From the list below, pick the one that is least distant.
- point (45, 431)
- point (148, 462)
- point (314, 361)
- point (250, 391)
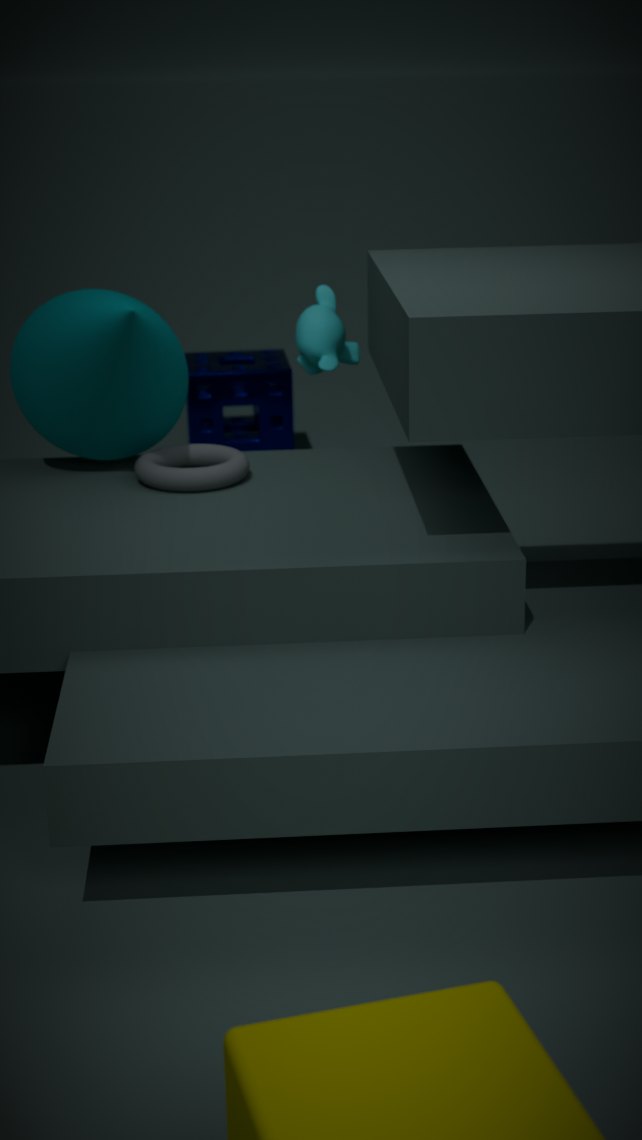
point (148, 462)
